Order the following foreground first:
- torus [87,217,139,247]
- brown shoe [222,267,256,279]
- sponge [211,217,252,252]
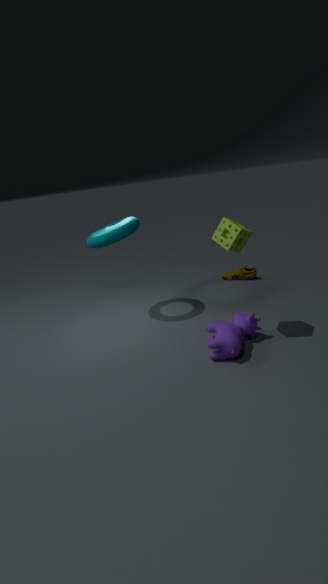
sponge [211,217,252,252]
torus [87,217,139,247]
brown shoe [222,267,256,279]
